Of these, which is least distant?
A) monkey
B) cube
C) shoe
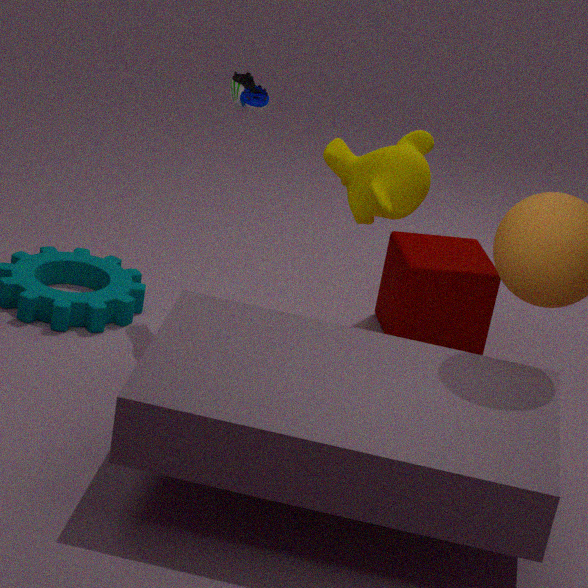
shoe
